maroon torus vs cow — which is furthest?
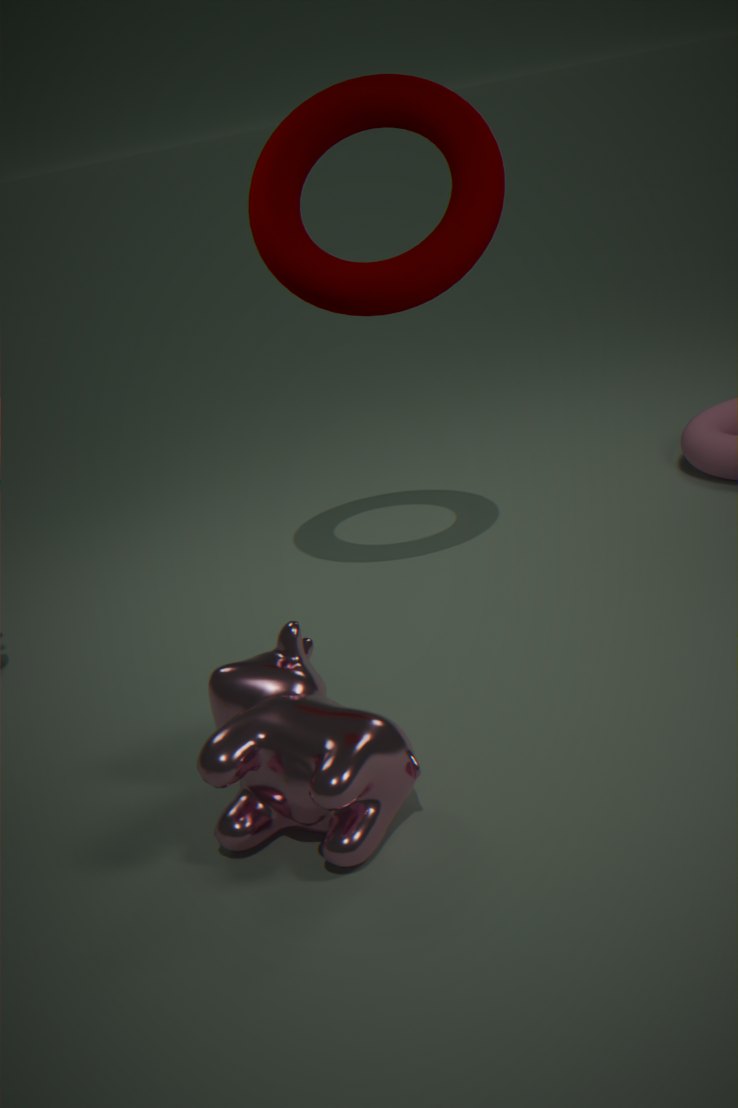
maroon torus
